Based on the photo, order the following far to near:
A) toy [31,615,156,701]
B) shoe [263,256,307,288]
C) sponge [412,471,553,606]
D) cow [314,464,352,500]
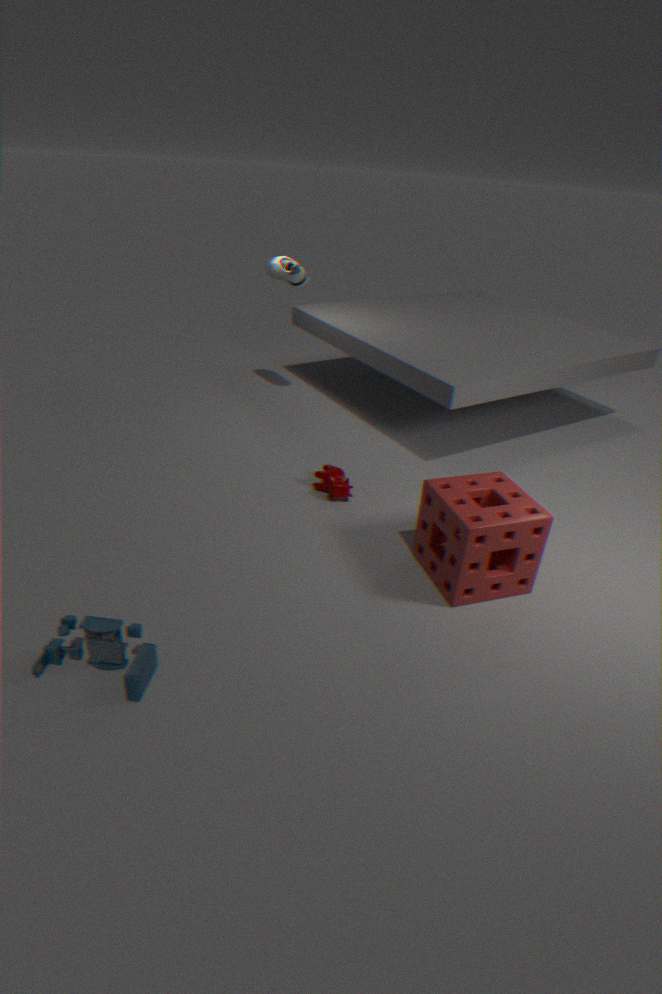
shoe [263,256,307,288]
cow [314,464,352,500]
sponge [412,471,553,606]
toy [31,615,156,701]
